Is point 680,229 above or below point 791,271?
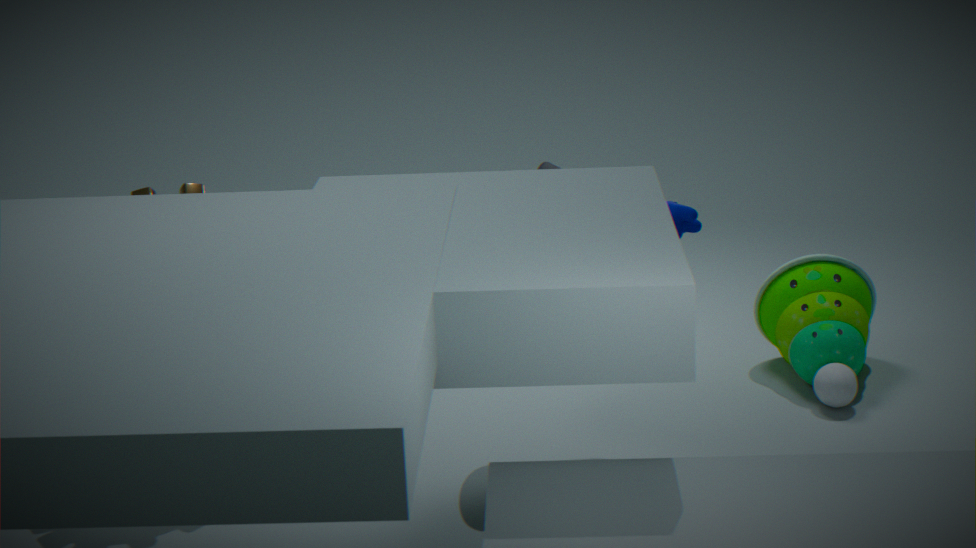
above
